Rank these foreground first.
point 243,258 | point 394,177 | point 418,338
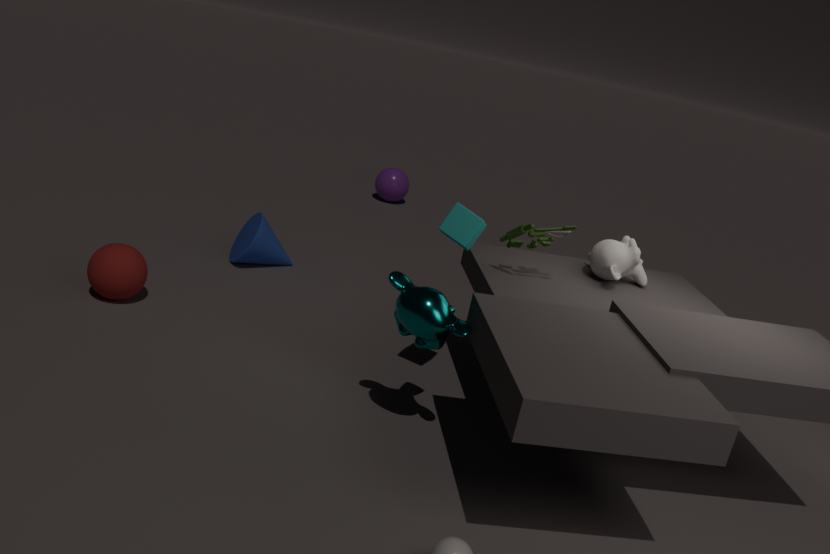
1. point 418,338
2. point 243,258
3. point 394,177
